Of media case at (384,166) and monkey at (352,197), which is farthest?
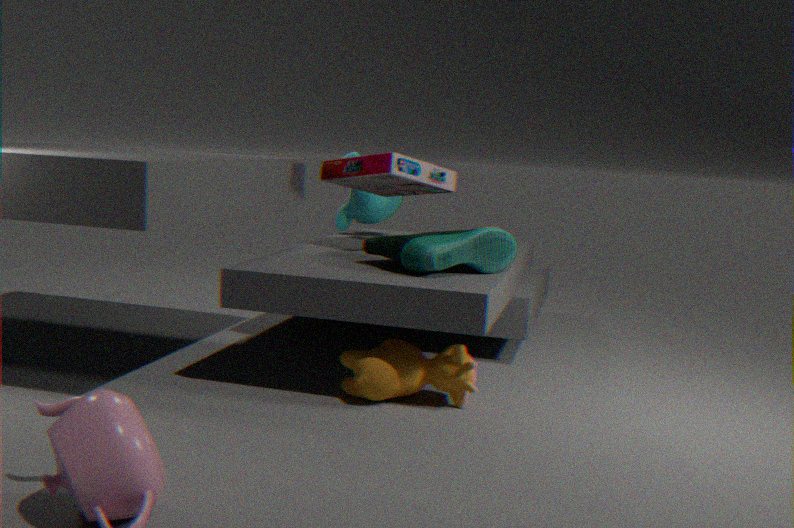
monkey at (352,197)
